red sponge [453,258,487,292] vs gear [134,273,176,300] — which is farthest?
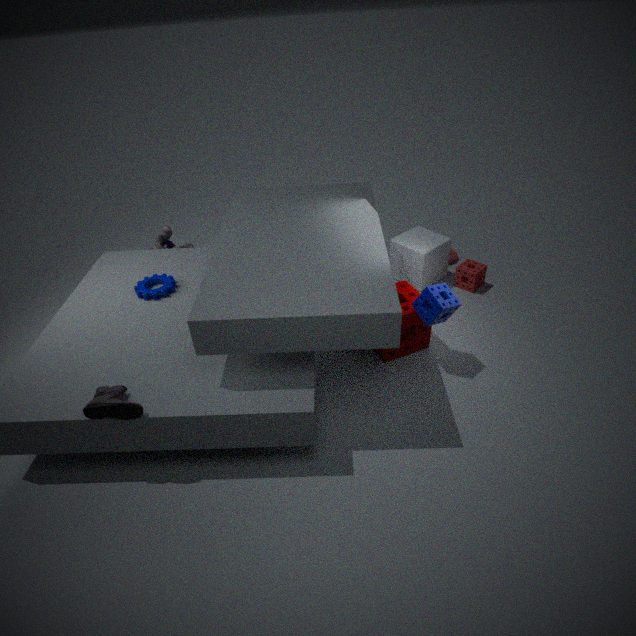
red sponge [453,258,487,292]
